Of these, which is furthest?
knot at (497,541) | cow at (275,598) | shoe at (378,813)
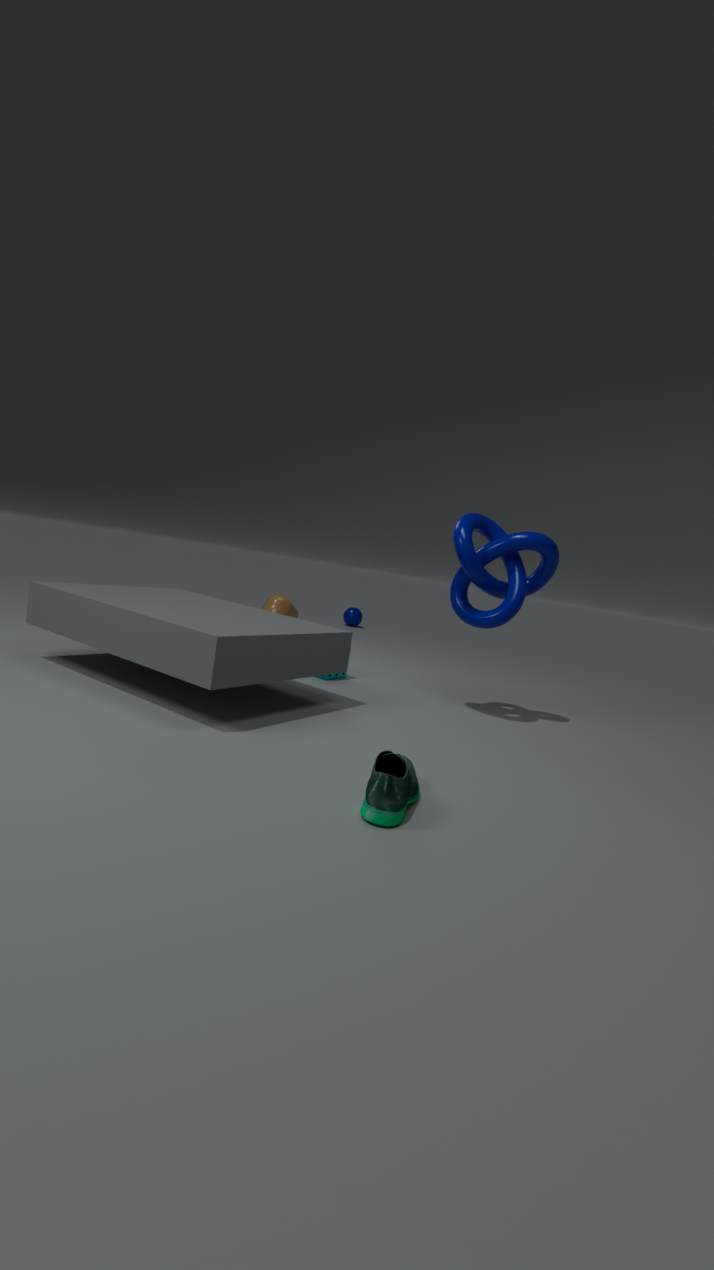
cow at (275,598)
